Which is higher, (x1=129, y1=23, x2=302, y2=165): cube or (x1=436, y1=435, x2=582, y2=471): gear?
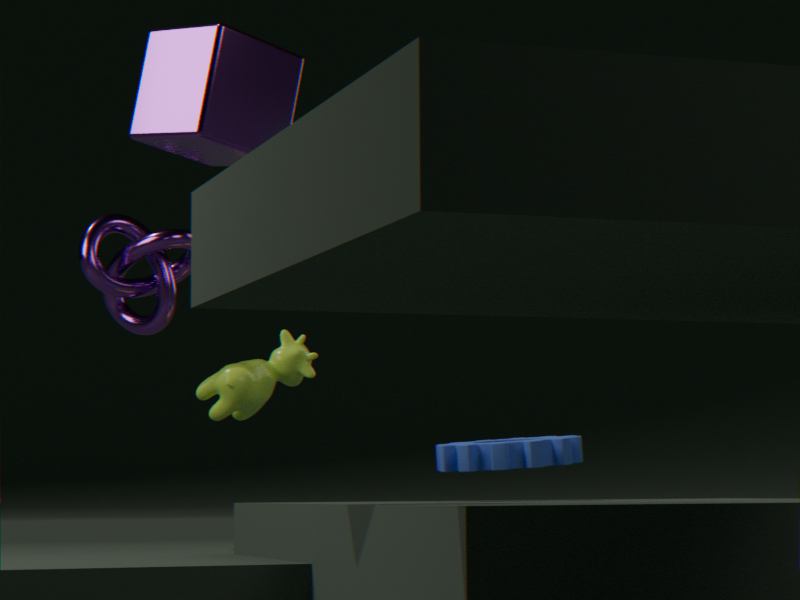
(x1=129, y1=23, x2=302, y2=165): cube
